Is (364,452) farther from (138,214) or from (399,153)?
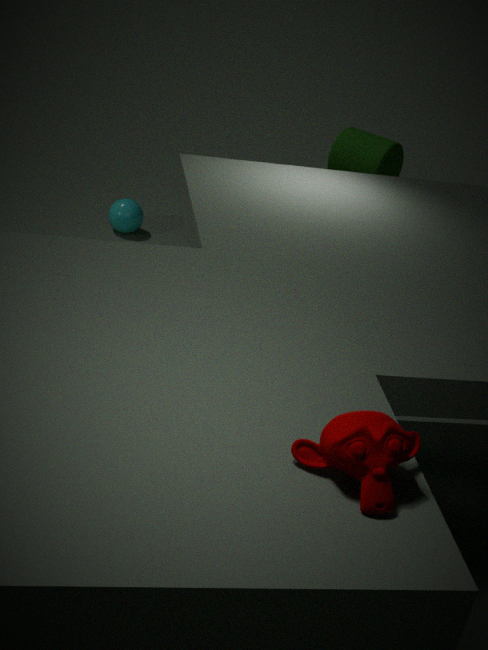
(399,153)
